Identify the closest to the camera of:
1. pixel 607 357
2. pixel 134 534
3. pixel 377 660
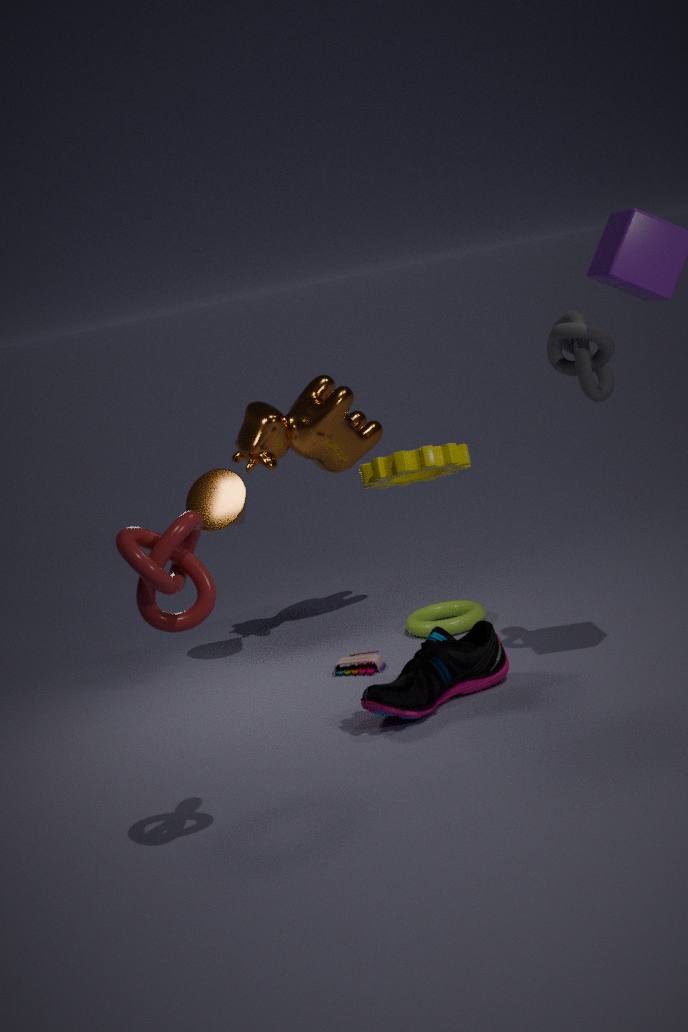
pixel 134 534
